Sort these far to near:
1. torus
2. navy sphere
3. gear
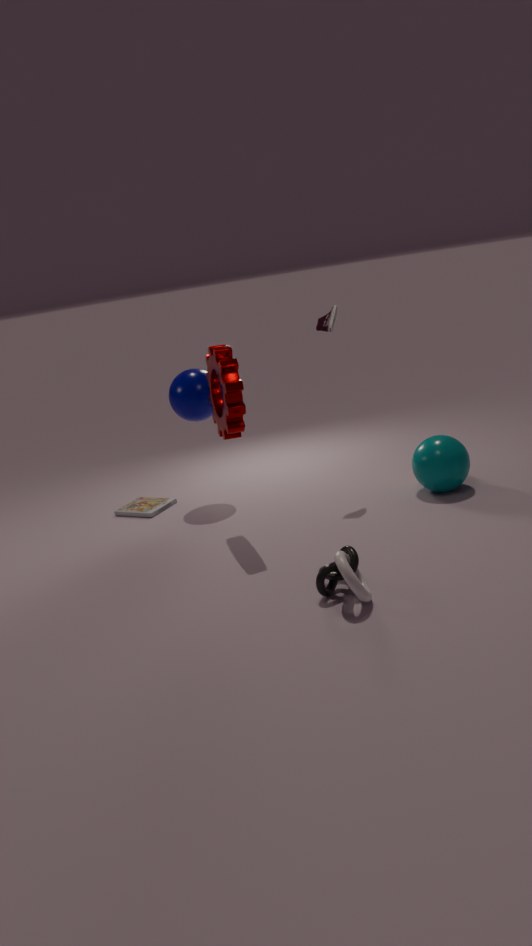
navy sphere
gear
torus
